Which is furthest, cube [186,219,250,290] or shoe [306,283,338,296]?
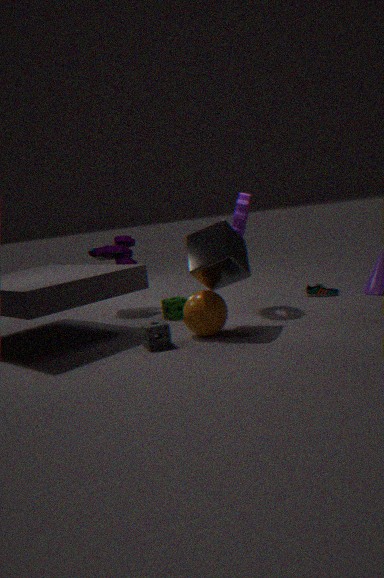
shoe [306,283,338,296]
